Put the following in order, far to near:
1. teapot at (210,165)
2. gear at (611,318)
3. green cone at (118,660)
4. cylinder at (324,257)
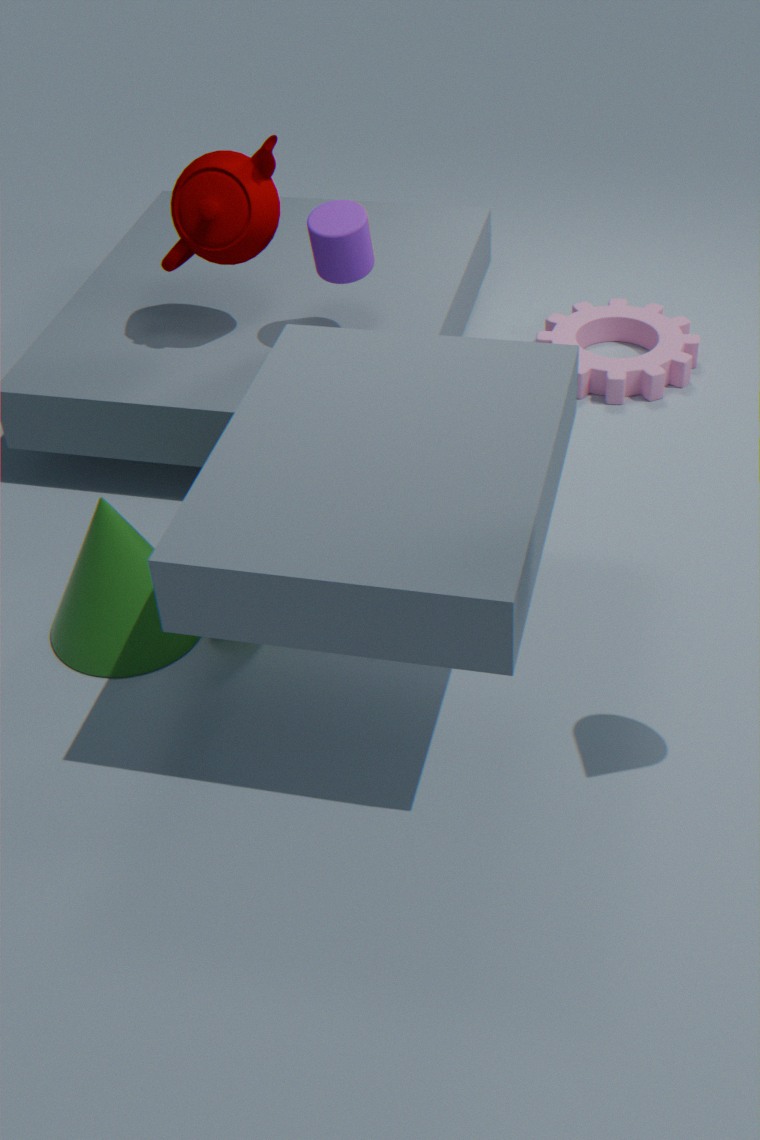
1. gear at (611,318)
2. cylinder at (324,257)
3. teapot at (210,165)
4. green cone at (118,660)
